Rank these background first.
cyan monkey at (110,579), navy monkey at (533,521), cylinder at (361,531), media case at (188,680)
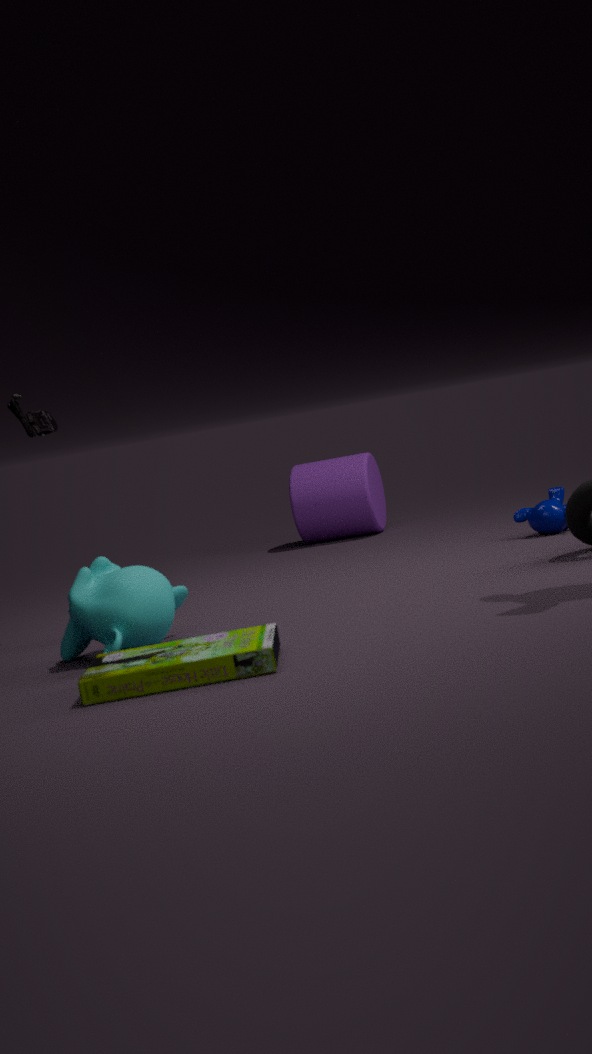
1. cylinder at (361,531)
2. navy monkey at (533,521)
3. cyan monkey at (110,579)
4. media case at (188,680)
